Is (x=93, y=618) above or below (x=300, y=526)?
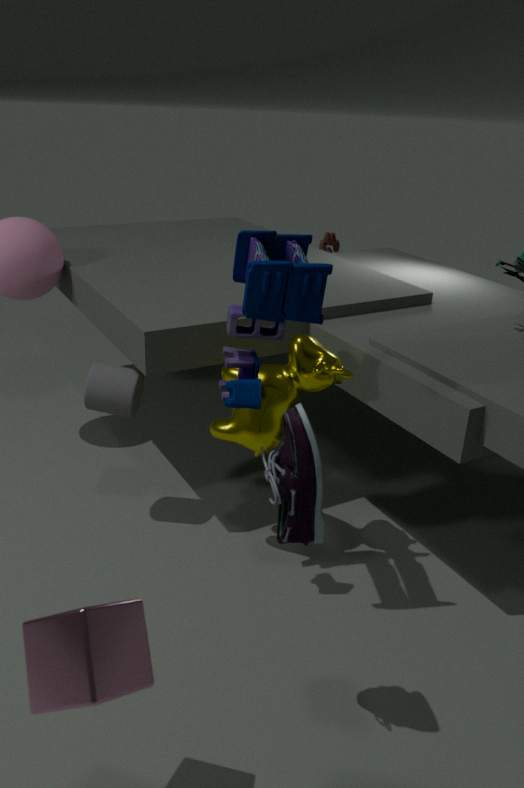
below
